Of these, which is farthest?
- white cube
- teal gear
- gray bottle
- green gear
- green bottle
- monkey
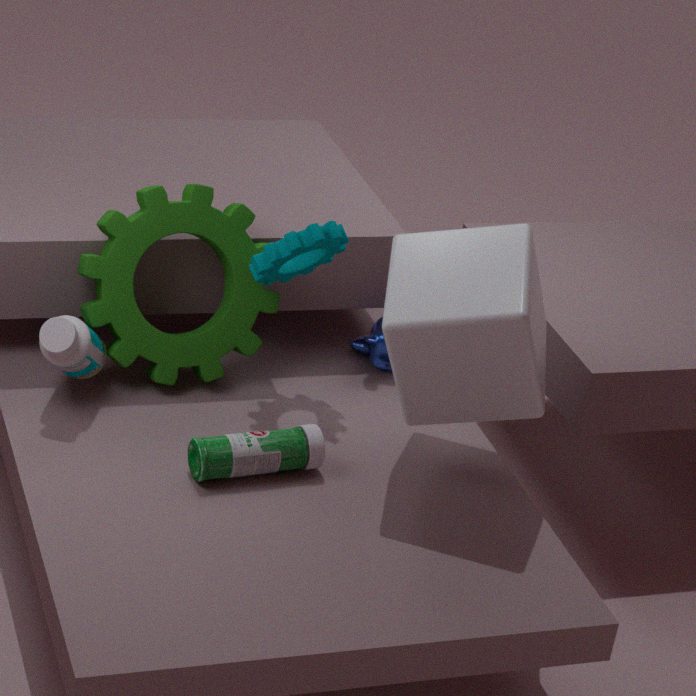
monkey
